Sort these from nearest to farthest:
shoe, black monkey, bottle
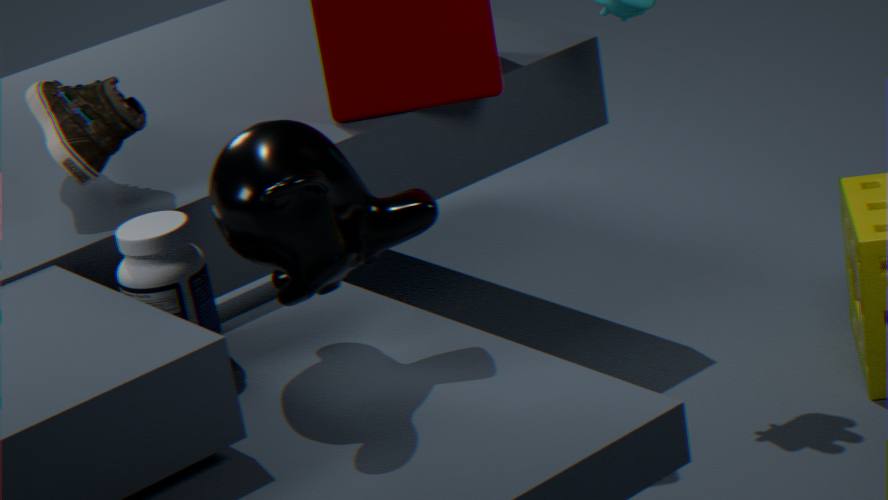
black monkey → bottle → shoe
